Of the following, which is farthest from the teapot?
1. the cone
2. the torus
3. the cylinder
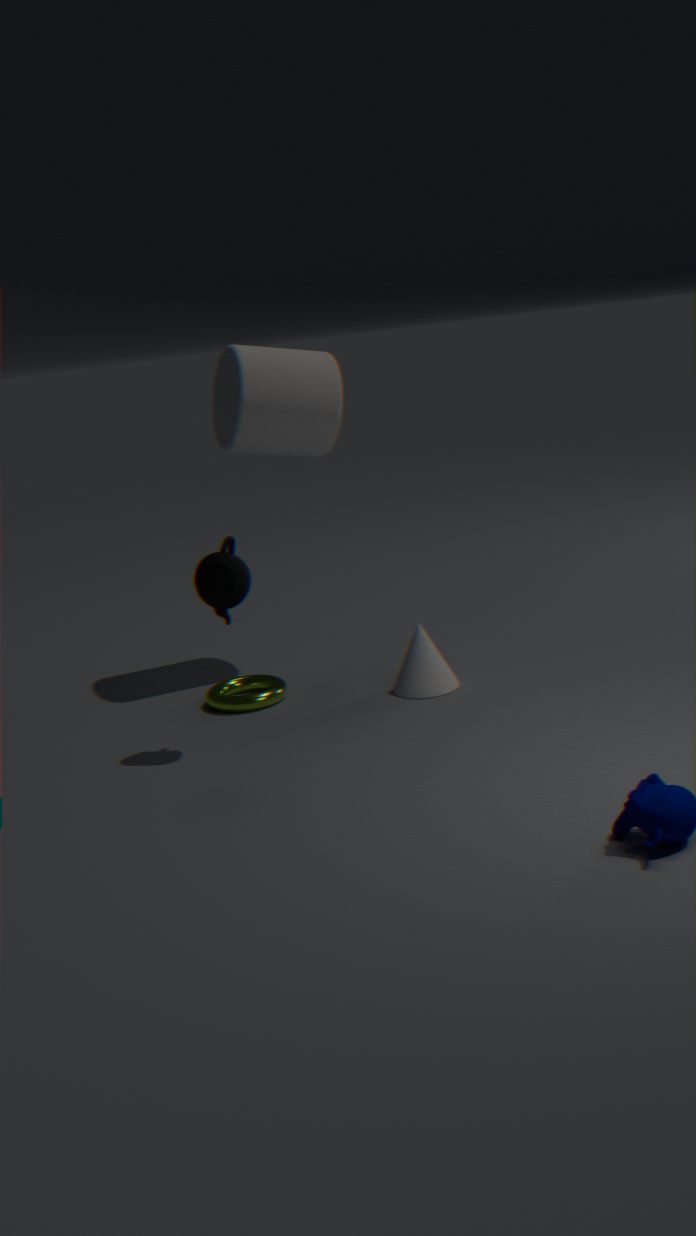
the cylinder
